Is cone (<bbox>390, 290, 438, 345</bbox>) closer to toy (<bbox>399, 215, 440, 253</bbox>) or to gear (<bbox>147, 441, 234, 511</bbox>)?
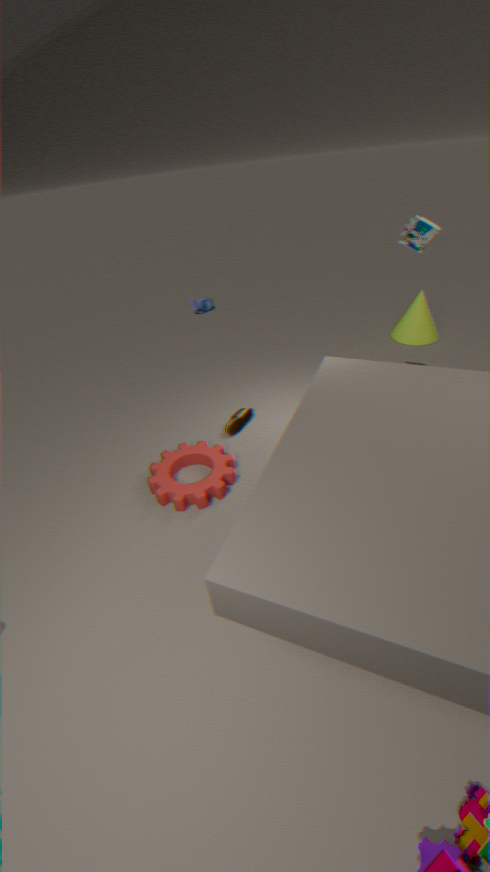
toy (<bbox>399, 215, 440, 253</bbox>)
